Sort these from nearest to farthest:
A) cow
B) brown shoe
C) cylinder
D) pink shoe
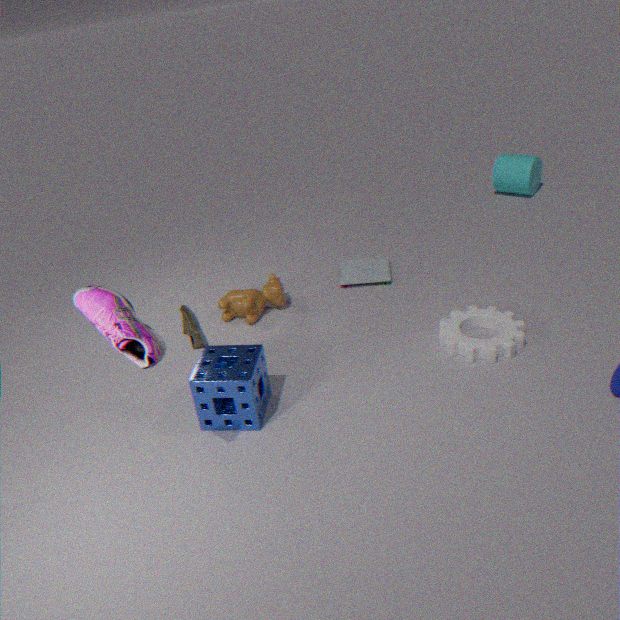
pink shoe < brown shoe < cow < cylinder
